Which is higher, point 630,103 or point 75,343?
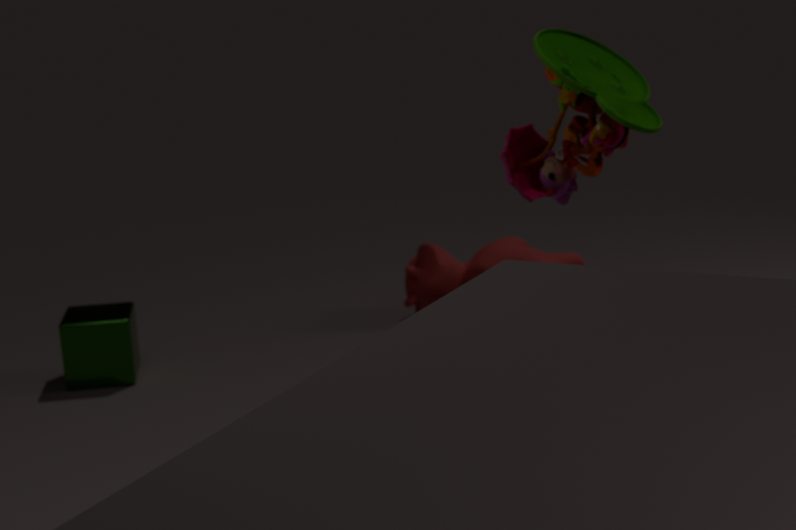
point 630,103
